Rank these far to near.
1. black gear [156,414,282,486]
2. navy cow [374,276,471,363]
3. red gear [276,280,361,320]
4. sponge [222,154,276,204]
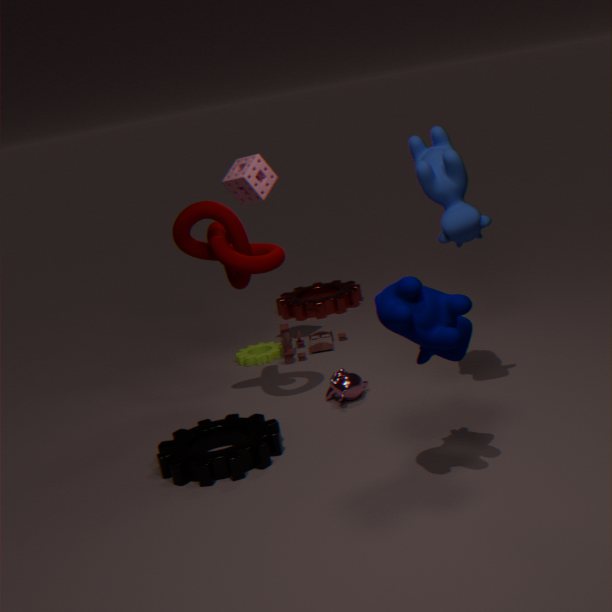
red gear [276,280,361,320]
sponge [222,154,276,204]
black gear [156,414,282,486]
navy cow [374,276,471,363]
